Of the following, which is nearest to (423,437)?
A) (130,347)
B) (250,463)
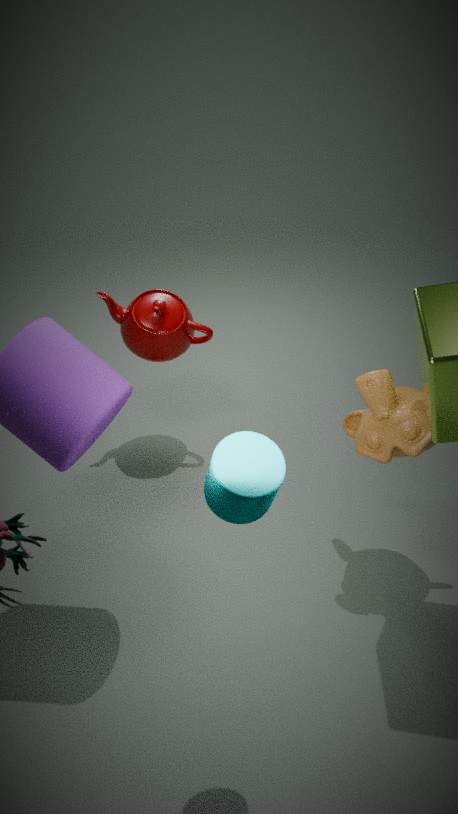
(250,463)
